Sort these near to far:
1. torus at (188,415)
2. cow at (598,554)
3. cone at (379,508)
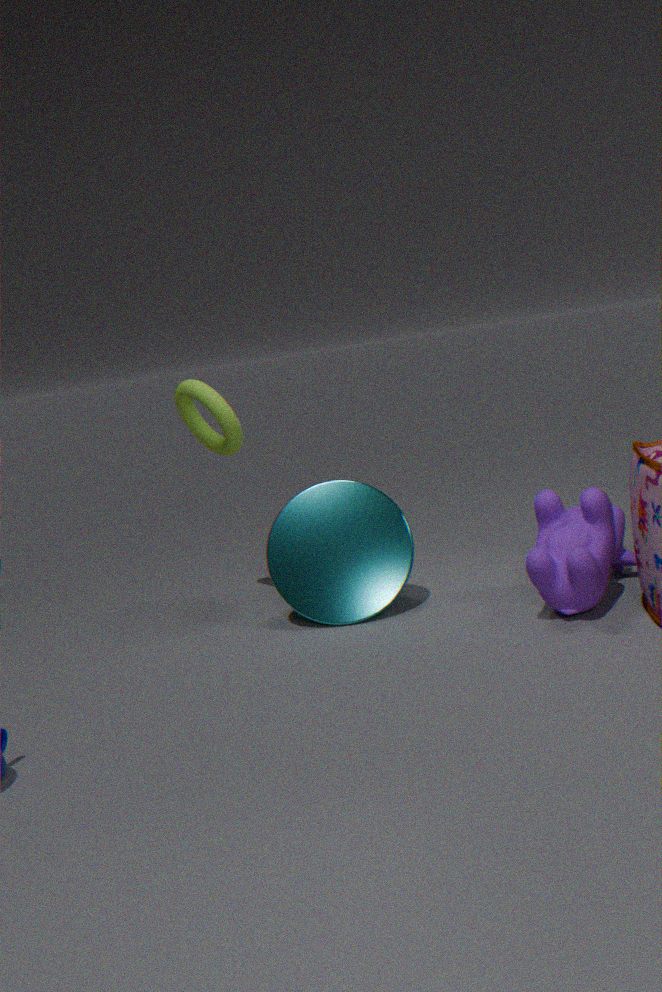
cow at (598,554) → cone at (379,508) → torus at (188,415)
